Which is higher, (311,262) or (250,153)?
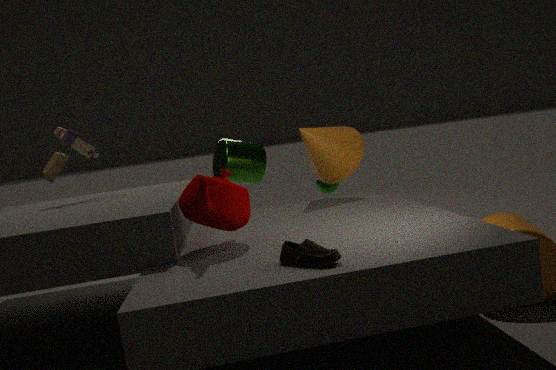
(250,153)
